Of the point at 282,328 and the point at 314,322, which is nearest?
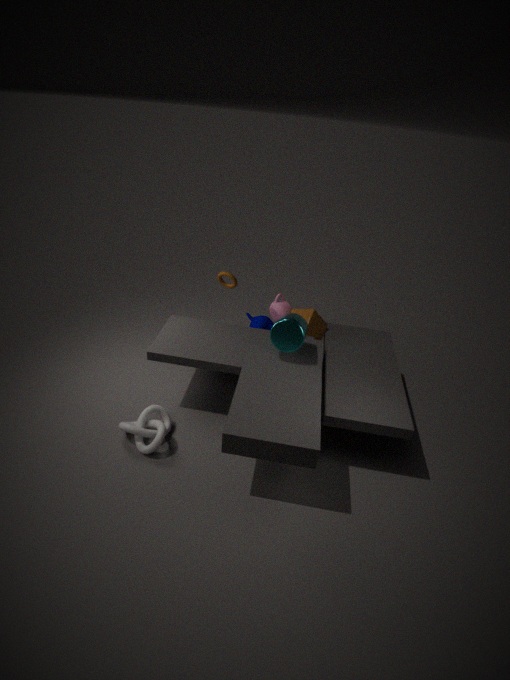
the point at 282,328
